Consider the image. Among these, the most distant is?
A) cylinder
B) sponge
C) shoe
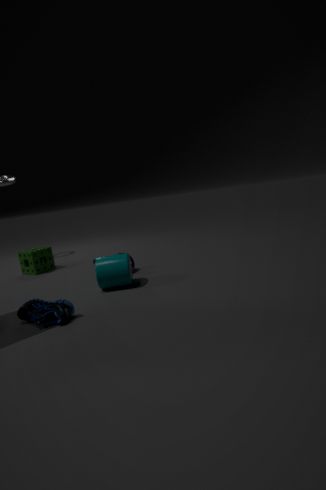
sponge
